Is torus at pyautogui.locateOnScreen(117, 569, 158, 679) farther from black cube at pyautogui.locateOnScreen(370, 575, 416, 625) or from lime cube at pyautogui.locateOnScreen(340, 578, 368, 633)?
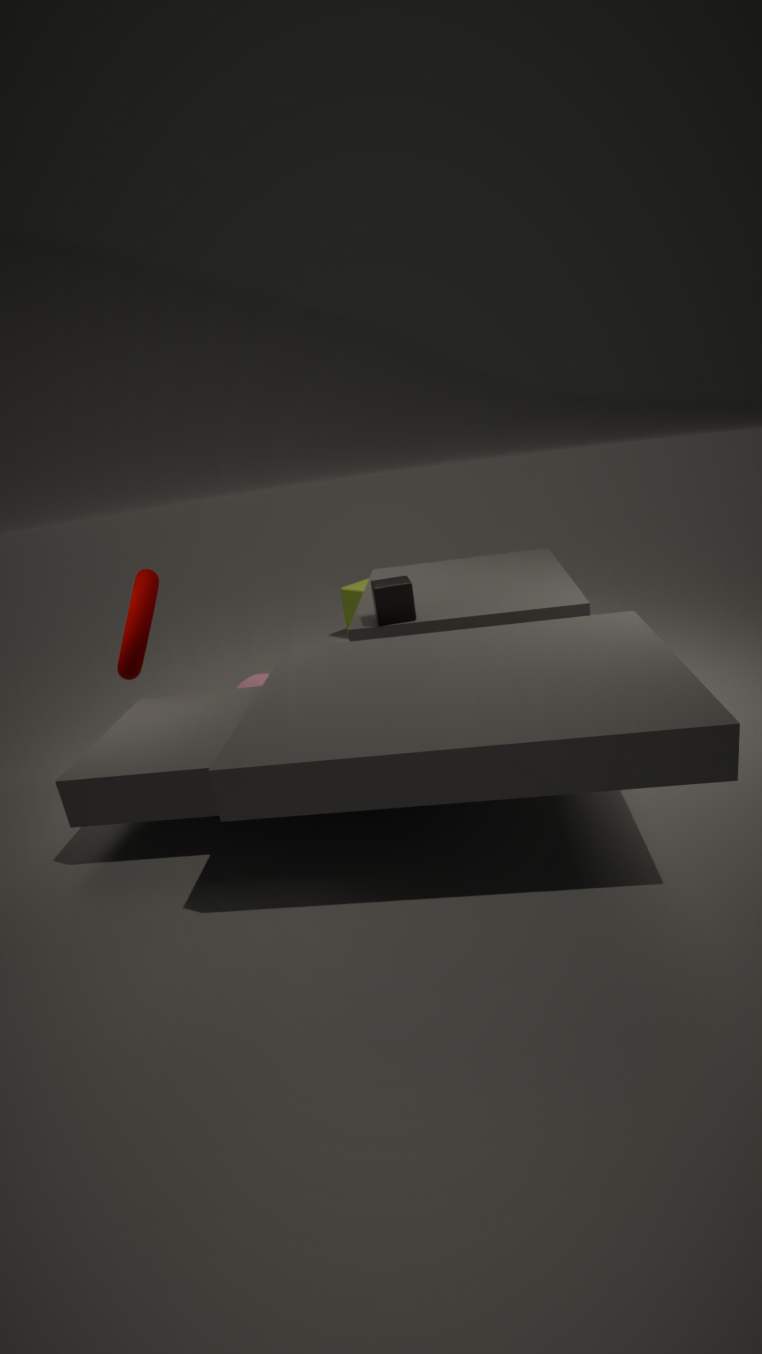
lime cube at pyautogui.locateOnScreen(340, 578, 368, 633)
